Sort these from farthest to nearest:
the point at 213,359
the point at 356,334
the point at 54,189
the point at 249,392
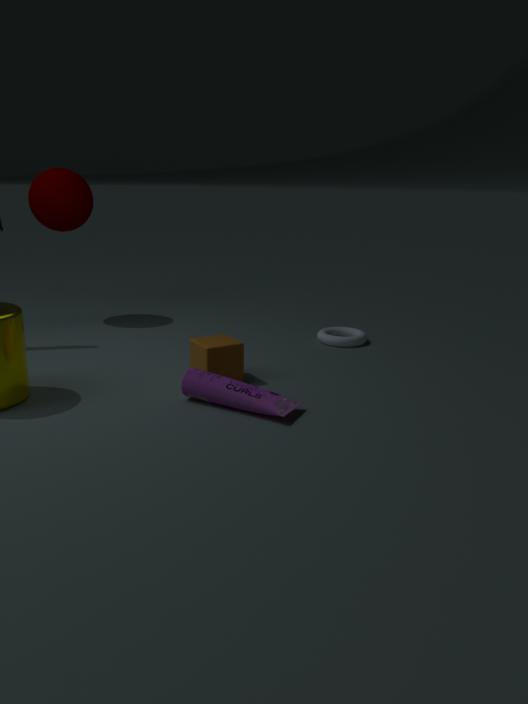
the point at 54,189 → the point at 356,334 → the point at 213,359 → the point at 249,392
